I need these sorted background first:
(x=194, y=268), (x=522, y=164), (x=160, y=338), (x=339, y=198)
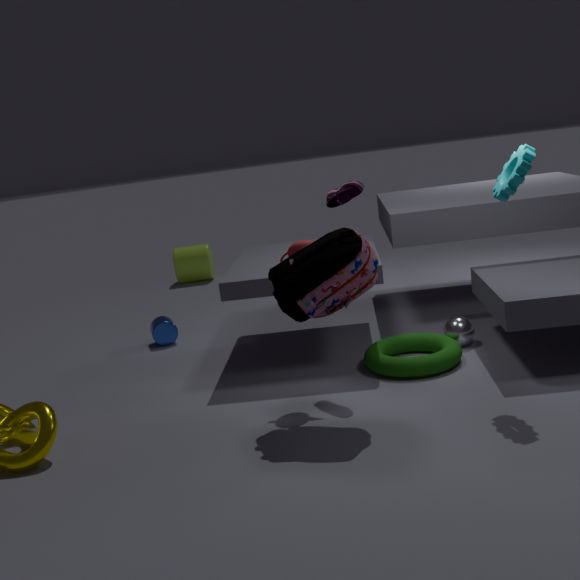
(x=194, y=268) < (x=160, y=338) < (x=339, y=198) < (x=522, y=164)
